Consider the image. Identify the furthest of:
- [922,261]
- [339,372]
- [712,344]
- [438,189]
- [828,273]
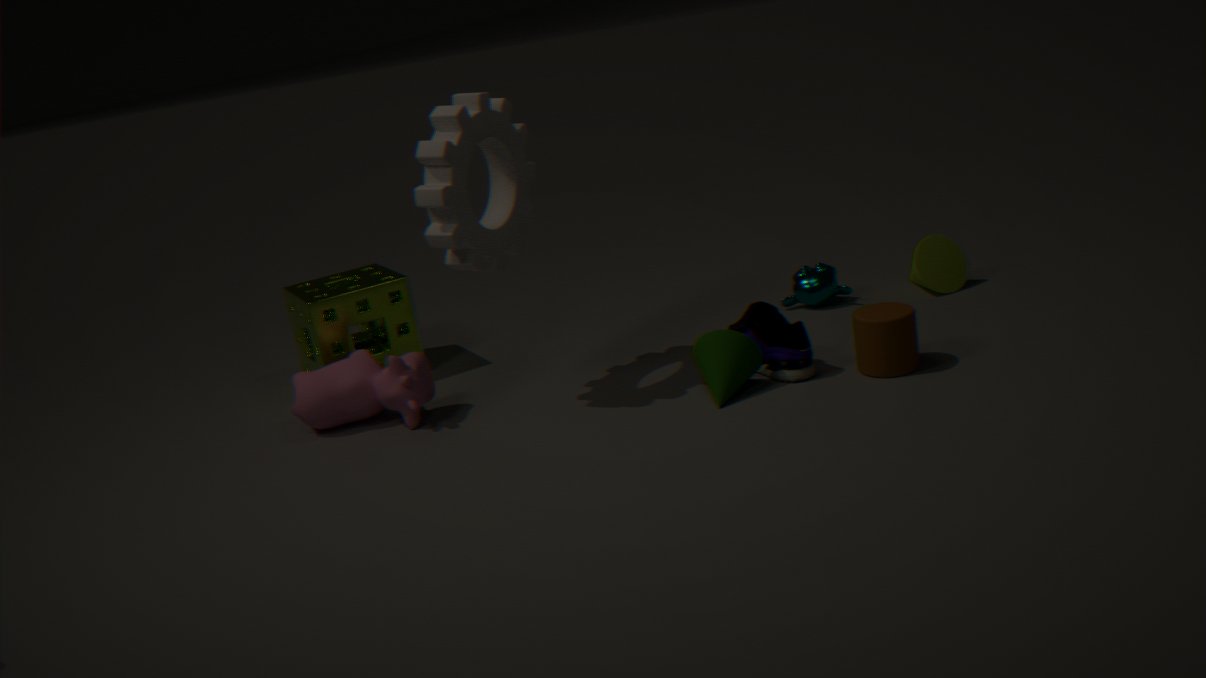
[828,273]
